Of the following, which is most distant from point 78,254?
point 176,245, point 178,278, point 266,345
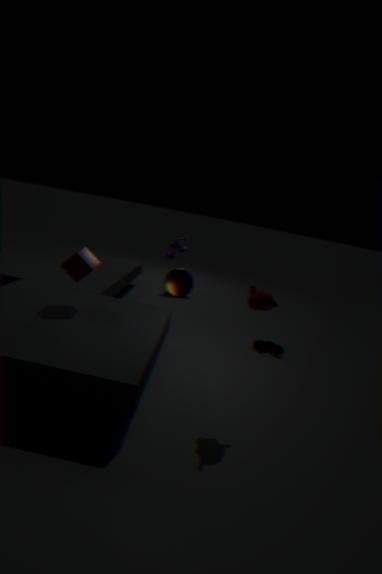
point 178,278
